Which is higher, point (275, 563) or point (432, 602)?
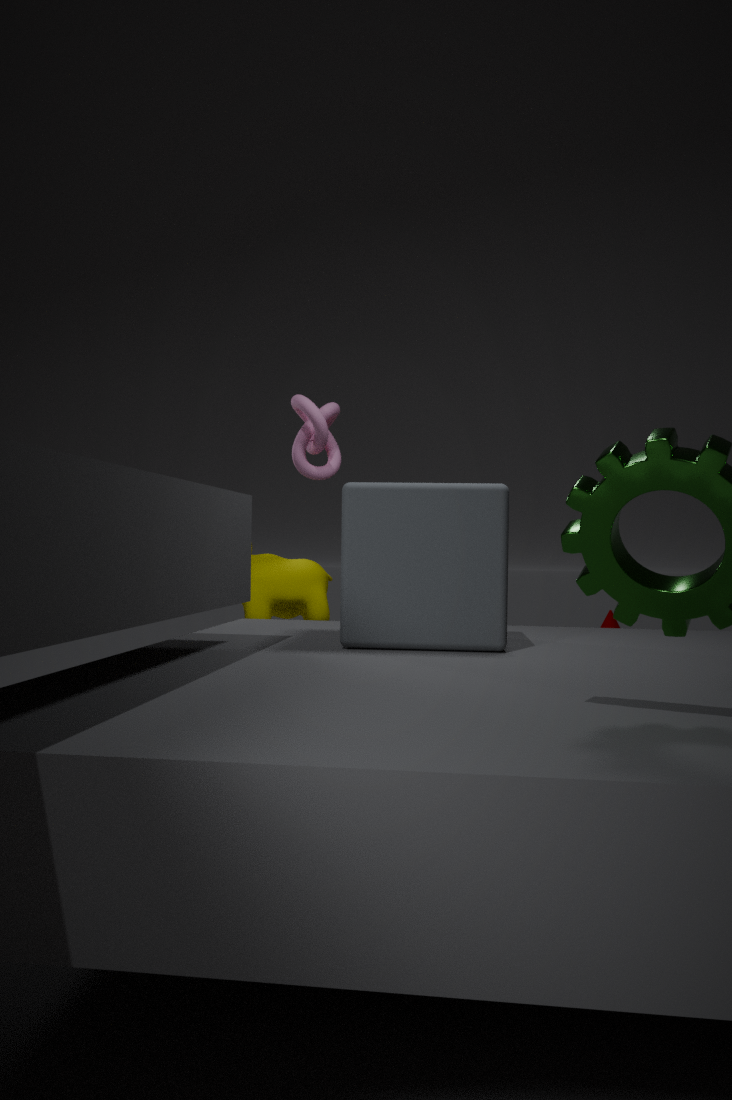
point (432, 602)
